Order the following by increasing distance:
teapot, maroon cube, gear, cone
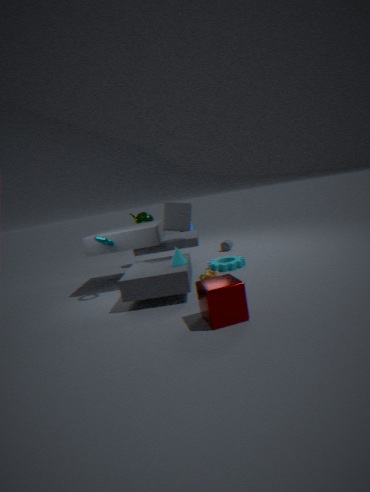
maroon cube, cone, gear, teapot
